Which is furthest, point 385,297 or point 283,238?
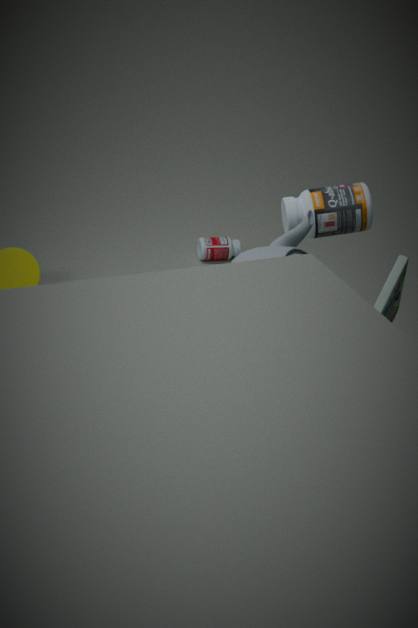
point 385,297
